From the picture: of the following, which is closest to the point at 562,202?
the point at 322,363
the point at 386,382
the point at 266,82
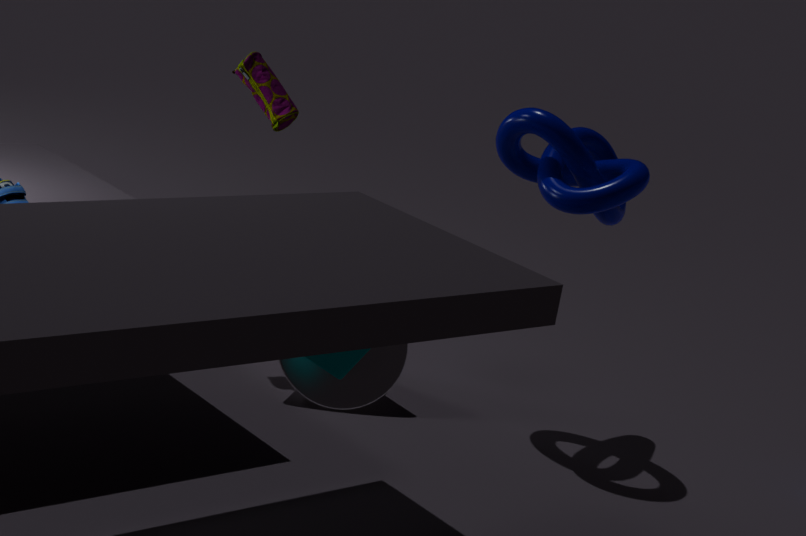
the point at 386,382
